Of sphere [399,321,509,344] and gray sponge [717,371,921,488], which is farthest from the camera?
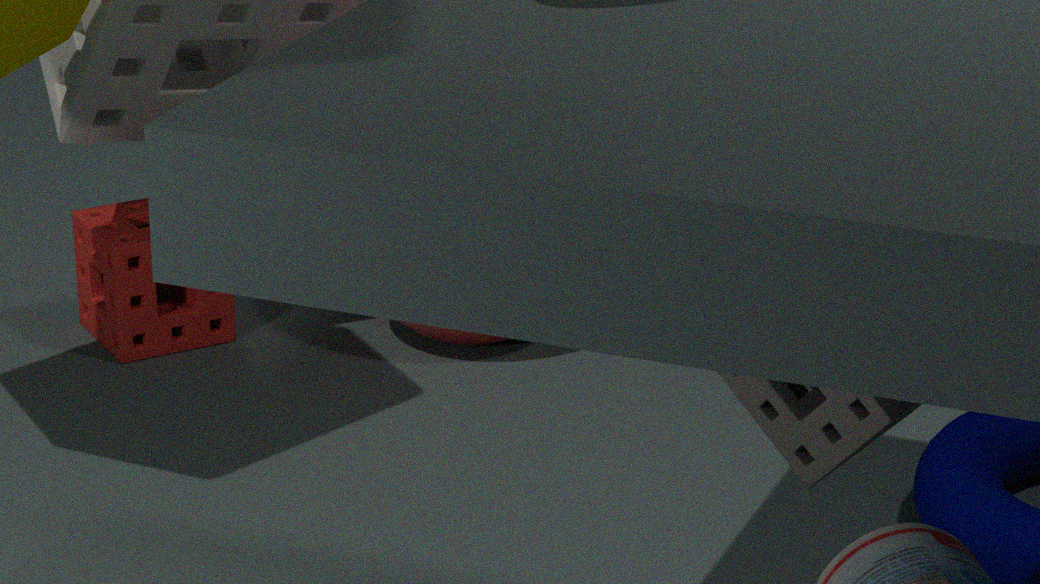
sphere [399,321,509,344]
